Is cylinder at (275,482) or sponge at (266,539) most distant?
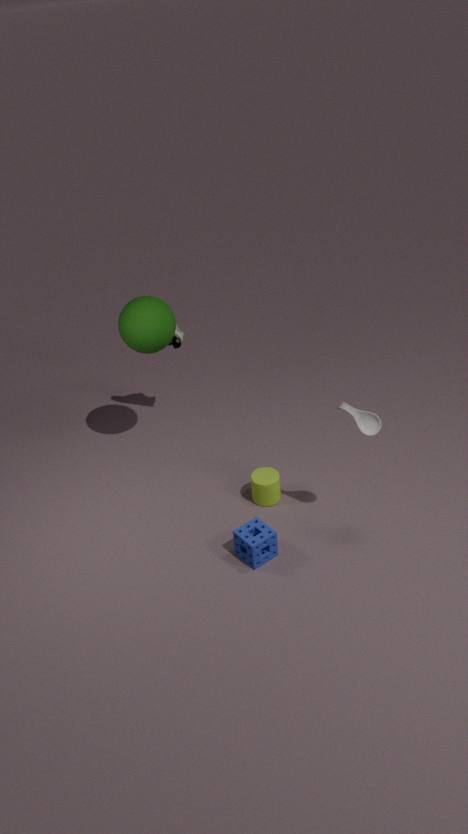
cylinder at (275,482)
